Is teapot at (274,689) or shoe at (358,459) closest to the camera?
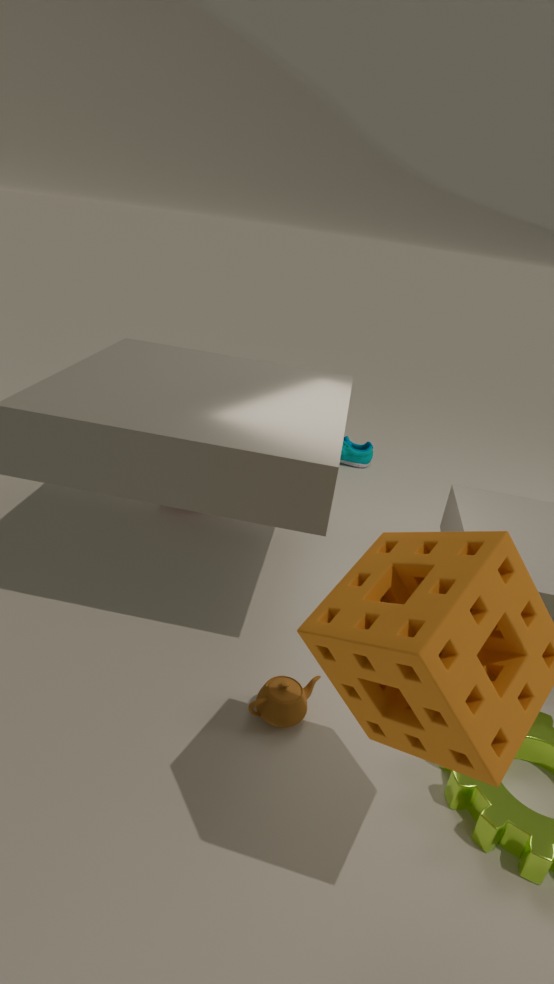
teapot at (274,689)
